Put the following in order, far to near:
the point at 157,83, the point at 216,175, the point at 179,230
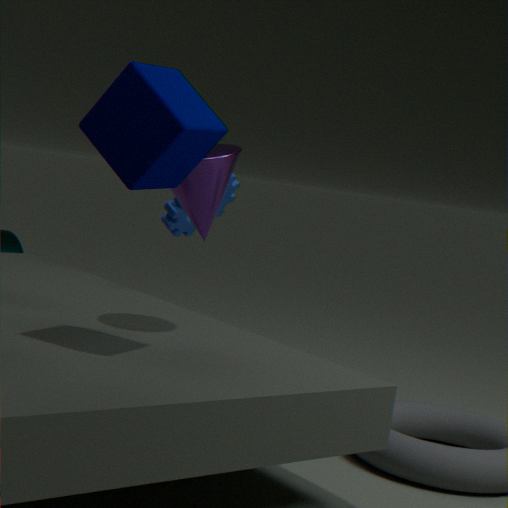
1. the point at 179,230
2. the point at 216,175
3. the point at 157,83
